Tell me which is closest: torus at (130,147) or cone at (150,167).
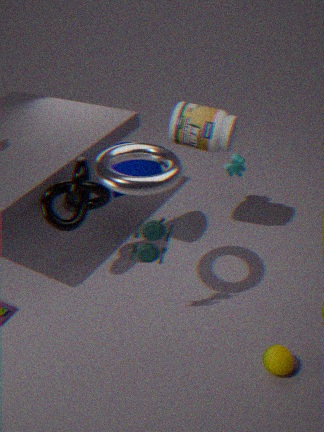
torus at (130,147)
